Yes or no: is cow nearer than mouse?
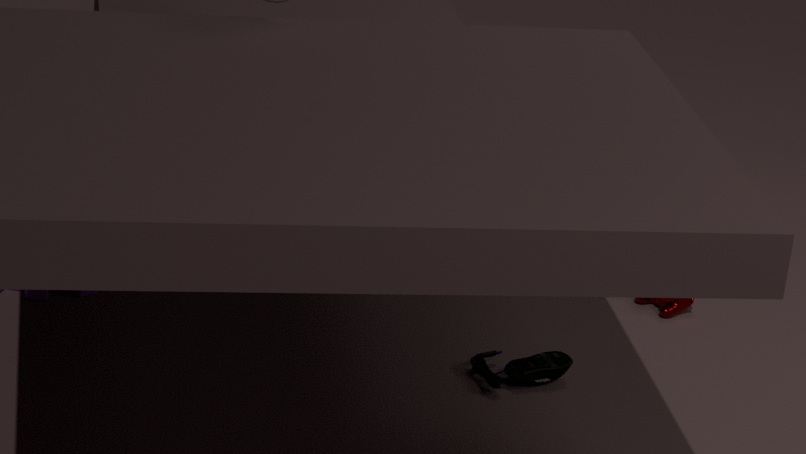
No
